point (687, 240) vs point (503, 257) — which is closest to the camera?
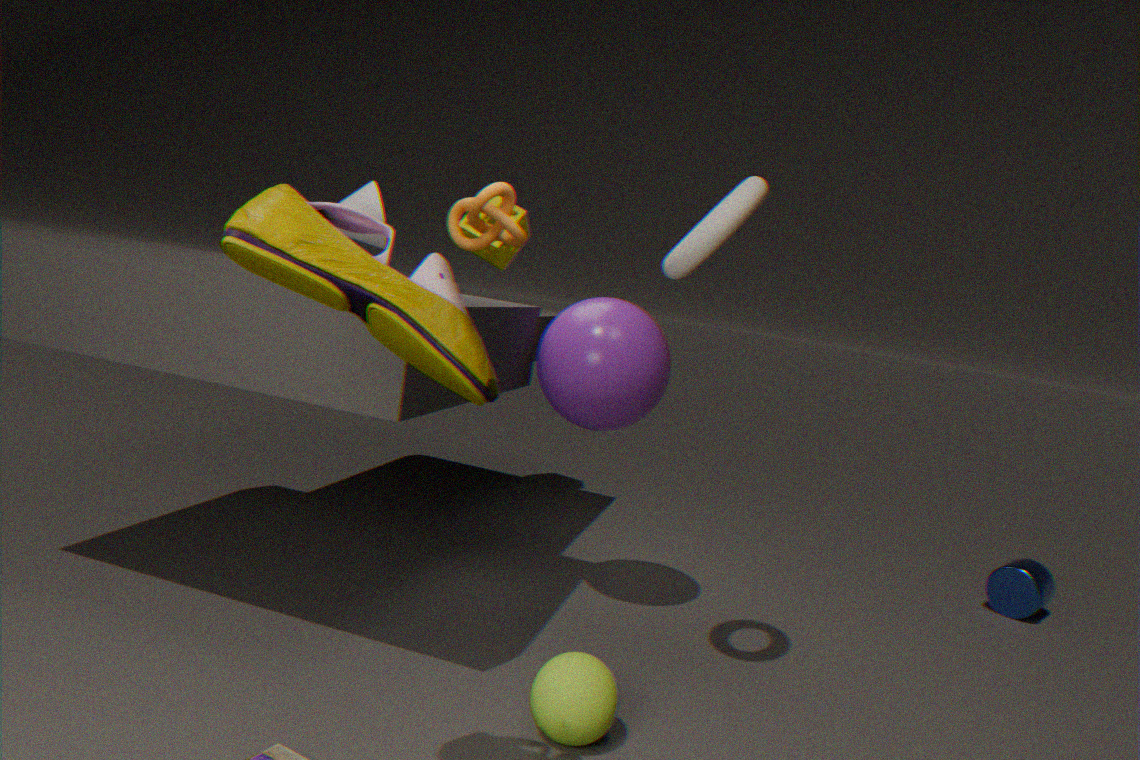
point (687, 240)
